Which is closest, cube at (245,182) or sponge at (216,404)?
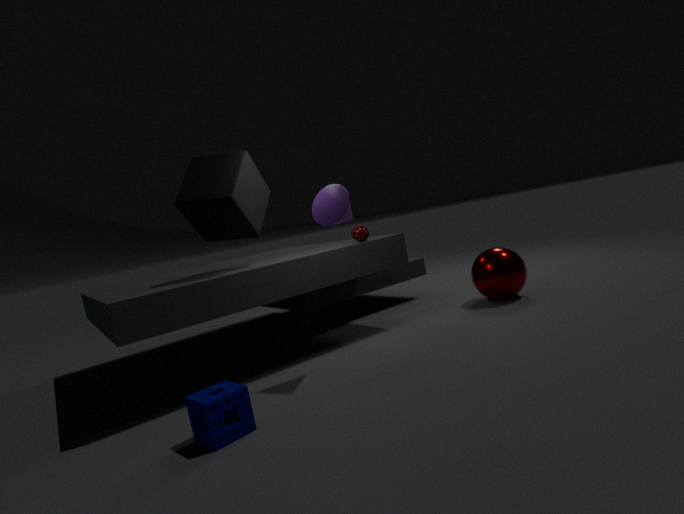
sponge at (216,404)
